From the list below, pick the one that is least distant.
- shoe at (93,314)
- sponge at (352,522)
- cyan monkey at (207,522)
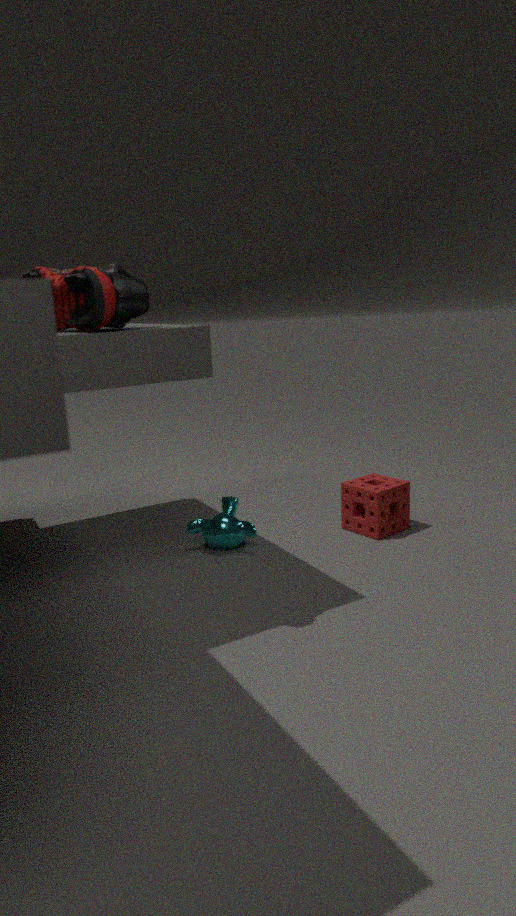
shoe at (93,314)
